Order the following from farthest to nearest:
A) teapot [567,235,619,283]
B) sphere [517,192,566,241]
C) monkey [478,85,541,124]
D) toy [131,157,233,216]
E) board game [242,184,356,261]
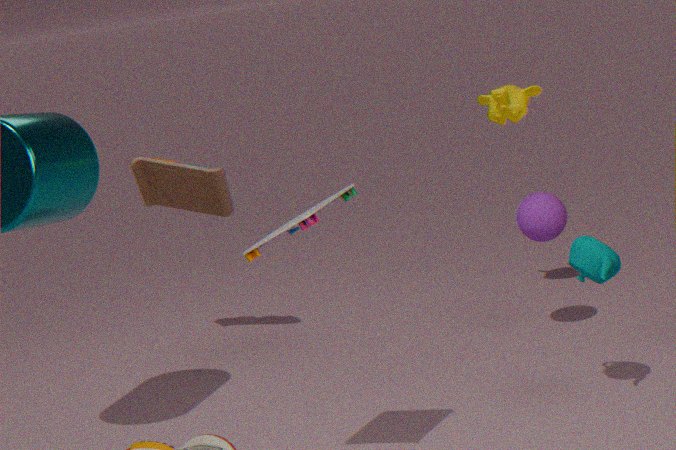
toy [131,157,233,216] < monkey [478,85,541,124] < sphere [517,192,566,241] < teapot [567,235,619,283] < board game [242,184,356,261]
